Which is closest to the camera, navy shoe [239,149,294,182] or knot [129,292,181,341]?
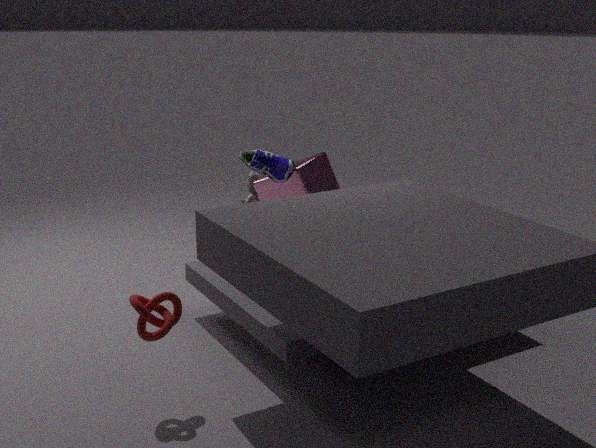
knot [129,292,181,341]
